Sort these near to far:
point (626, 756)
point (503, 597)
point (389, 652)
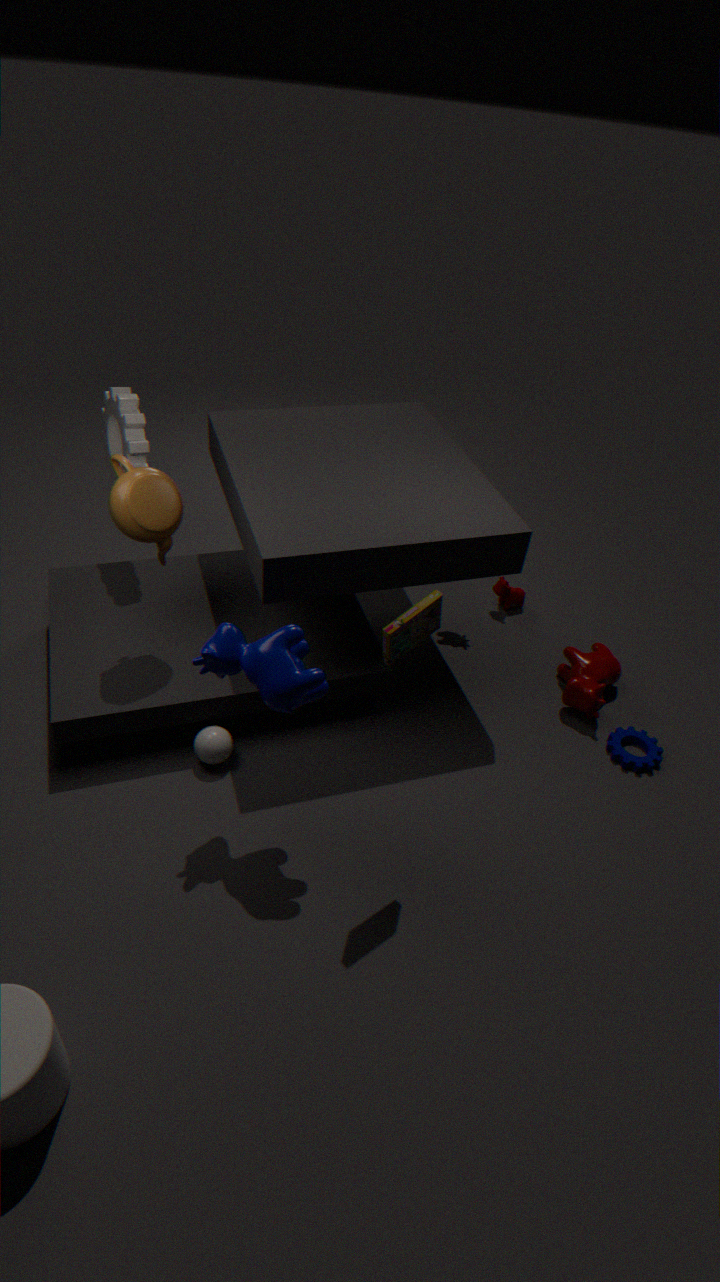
point (389, 652), point (626, 756), point (503, 597)
